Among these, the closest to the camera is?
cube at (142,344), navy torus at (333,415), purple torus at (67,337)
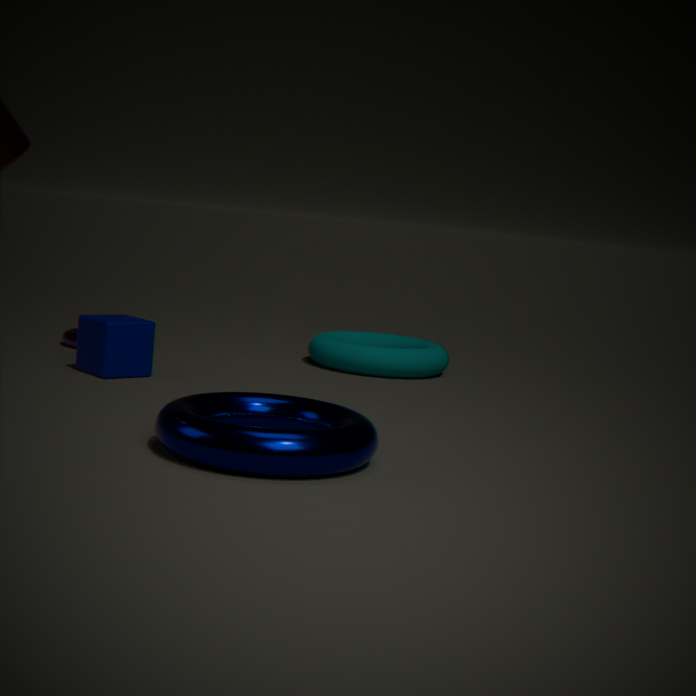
navy torus at (333,415)
